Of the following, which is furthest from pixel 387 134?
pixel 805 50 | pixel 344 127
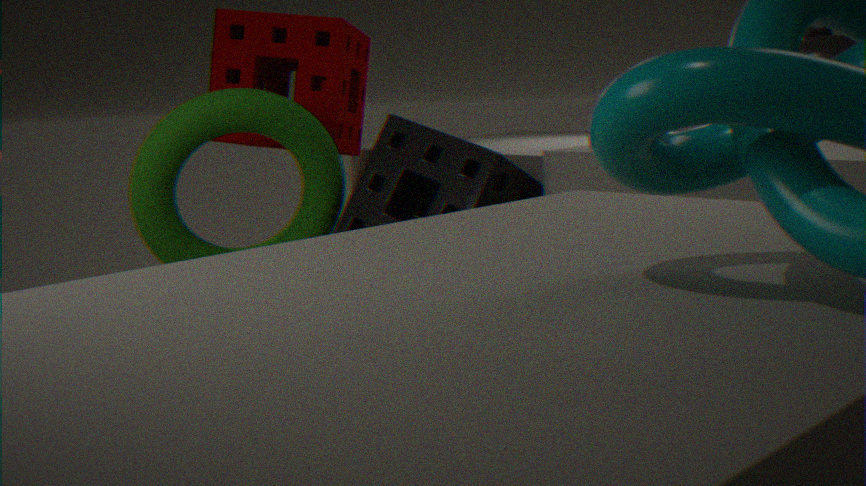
pixel 805 50
